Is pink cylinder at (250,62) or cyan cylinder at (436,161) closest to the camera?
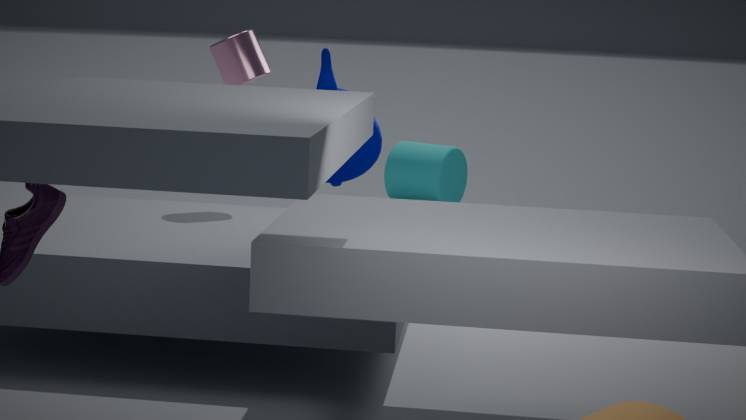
pink cylinder at (250,62)
